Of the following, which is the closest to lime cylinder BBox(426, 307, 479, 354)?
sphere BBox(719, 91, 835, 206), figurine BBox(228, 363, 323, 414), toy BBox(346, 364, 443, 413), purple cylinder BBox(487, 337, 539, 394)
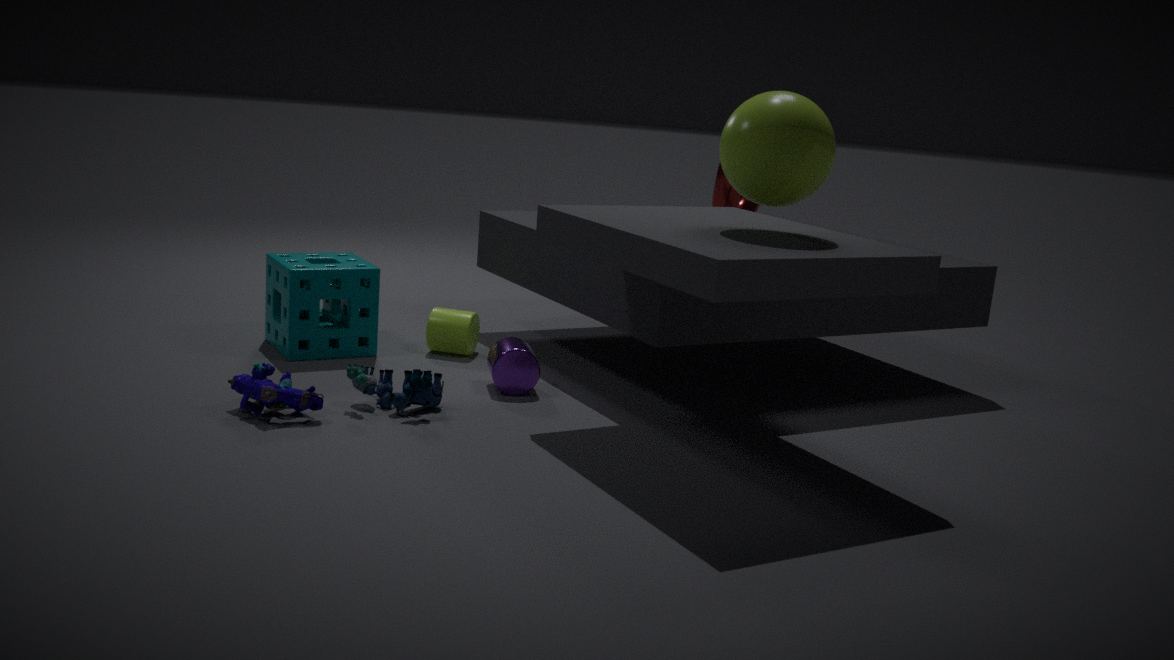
purple cylinder BBox(487, 337, 539, 394)
